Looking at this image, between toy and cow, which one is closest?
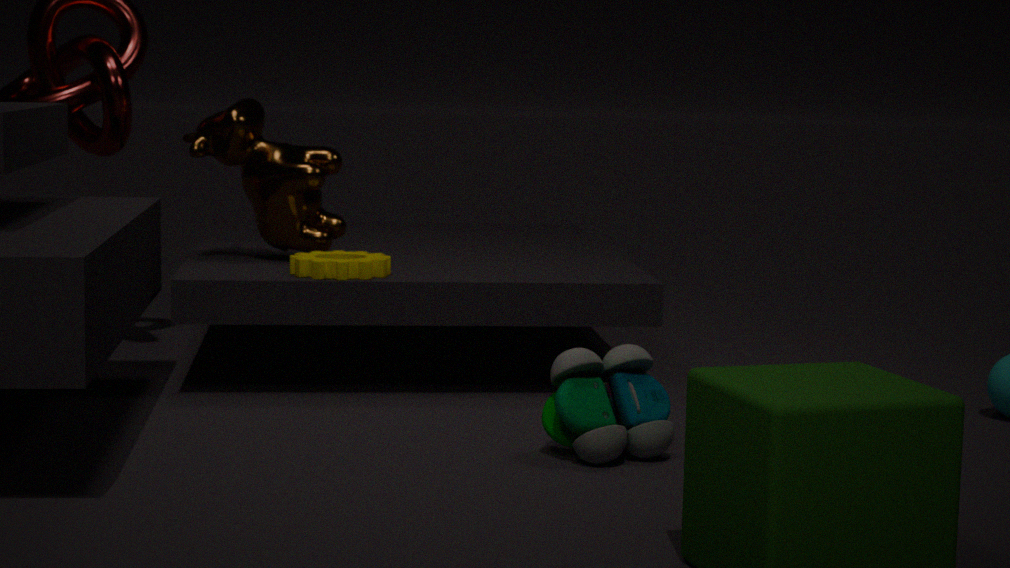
toy
